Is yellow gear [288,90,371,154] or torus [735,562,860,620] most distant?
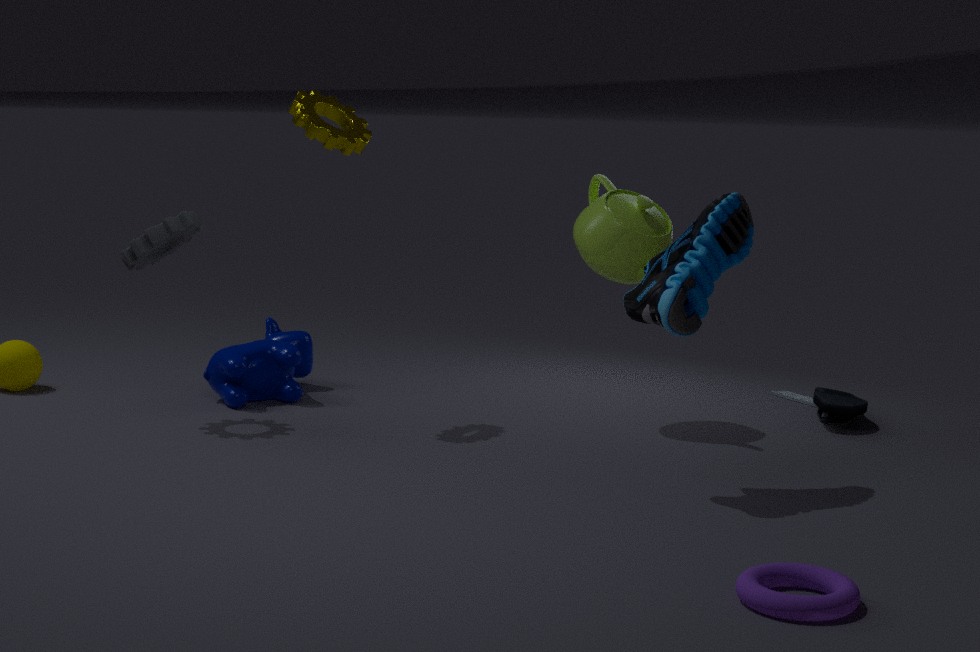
yellow gear [288,90,371,154]
